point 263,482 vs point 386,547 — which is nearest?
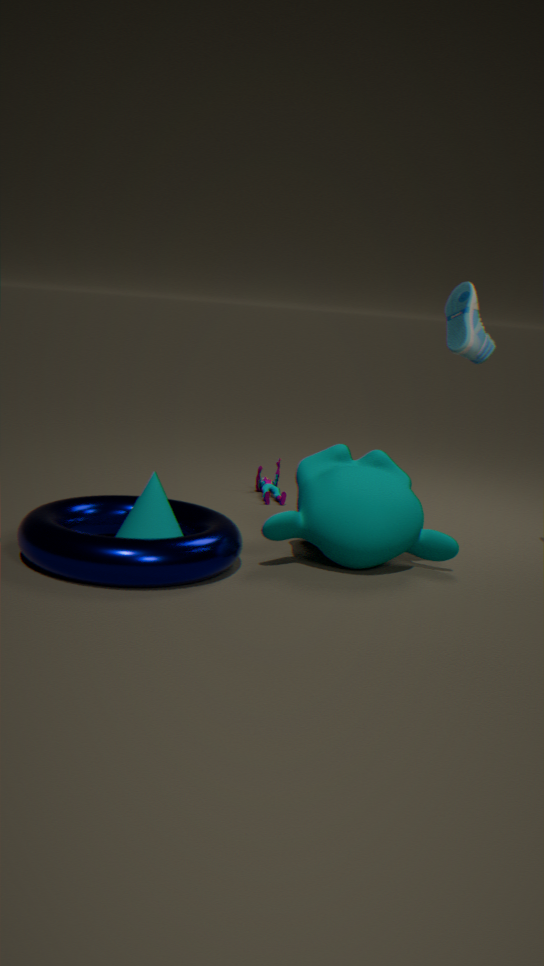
point 386,547
